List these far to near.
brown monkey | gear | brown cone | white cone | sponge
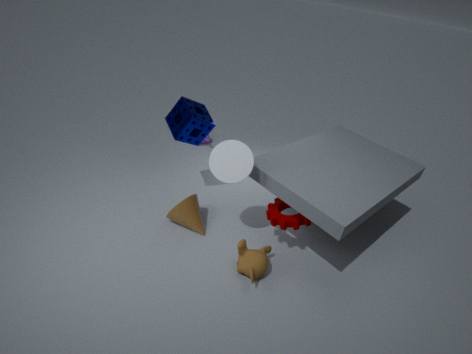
sponge < brown cone < gear < brown monkey < white cone
